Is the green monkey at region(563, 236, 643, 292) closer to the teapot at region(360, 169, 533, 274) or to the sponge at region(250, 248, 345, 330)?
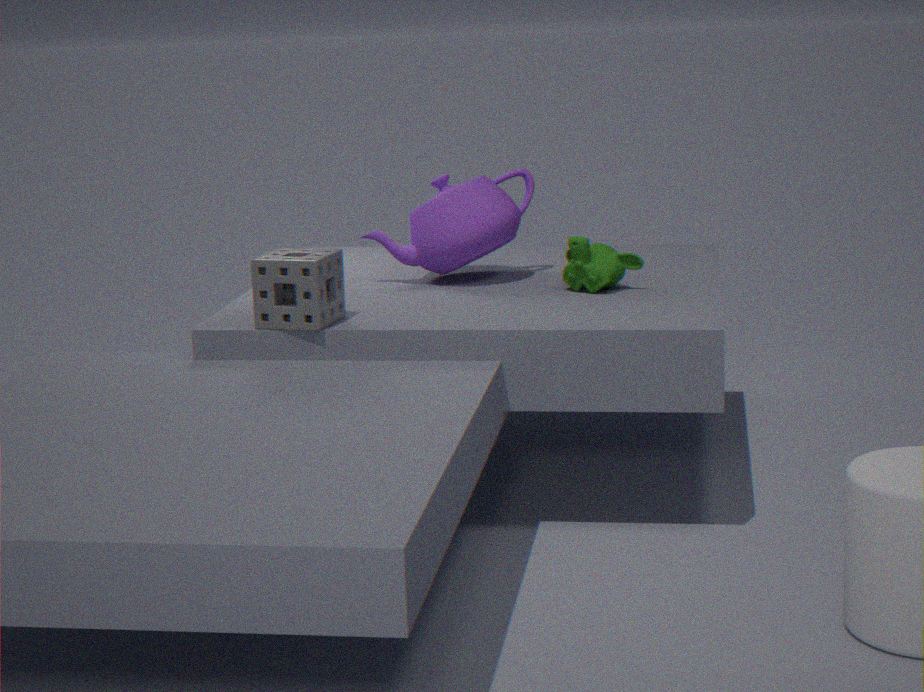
the teapot at region(360, 169, 533, 274)
